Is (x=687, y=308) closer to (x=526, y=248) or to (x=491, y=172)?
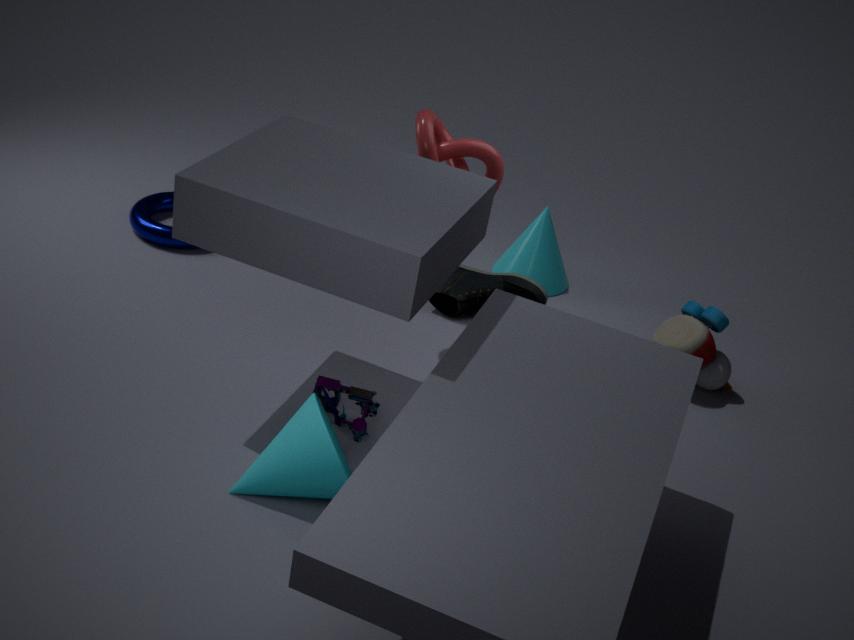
(x=526, y=248)
